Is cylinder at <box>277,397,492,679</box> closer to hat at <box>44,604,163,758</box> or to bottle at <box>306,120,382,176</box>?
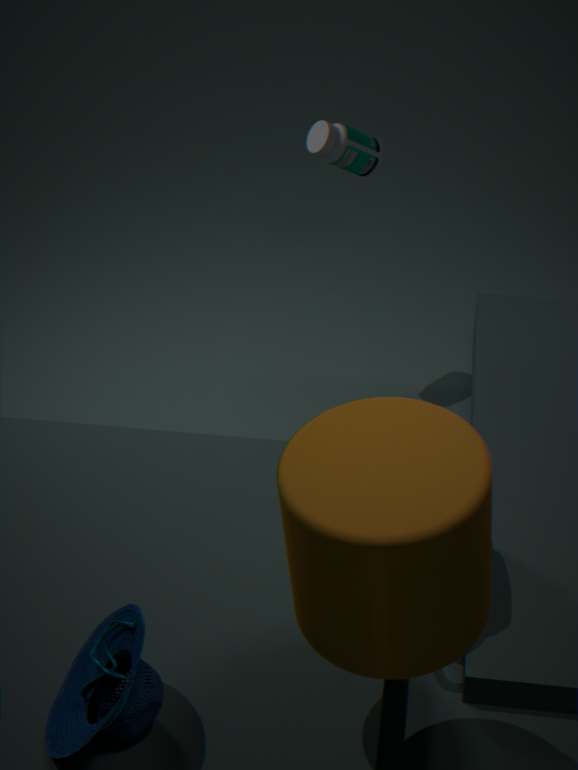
hat at <box>44,604,163,758</box>
